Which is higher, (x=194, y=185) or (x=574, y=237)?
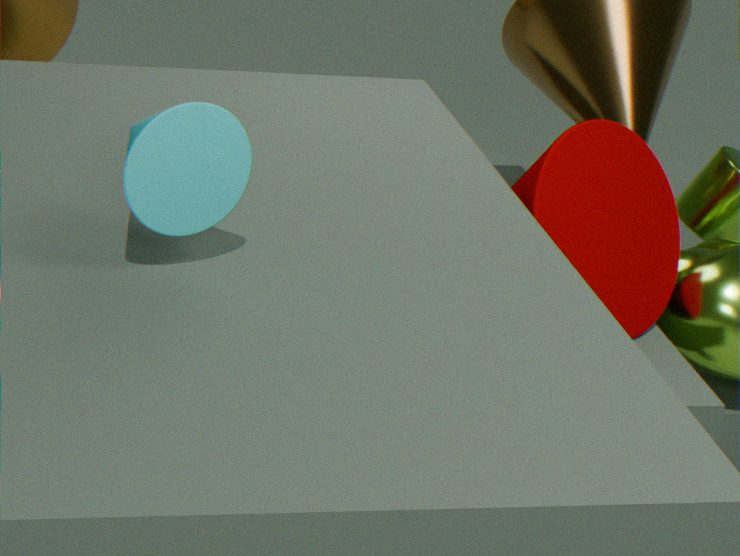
(x=194, y=185)
